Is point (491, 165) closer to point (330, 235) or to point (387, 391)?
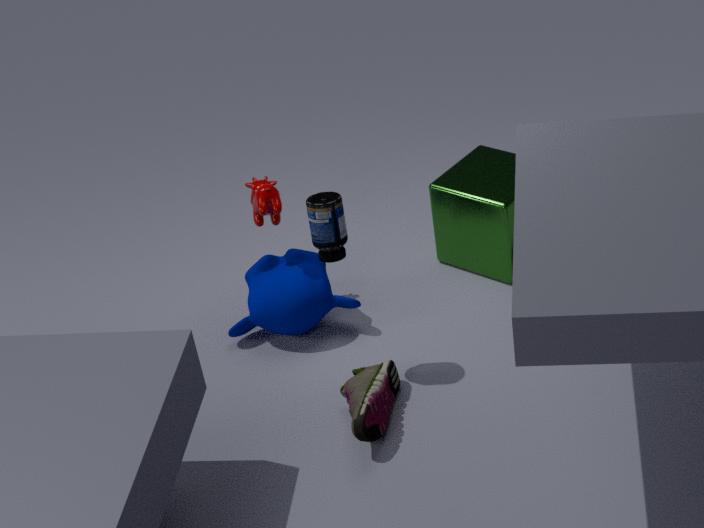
point (330, 235)
